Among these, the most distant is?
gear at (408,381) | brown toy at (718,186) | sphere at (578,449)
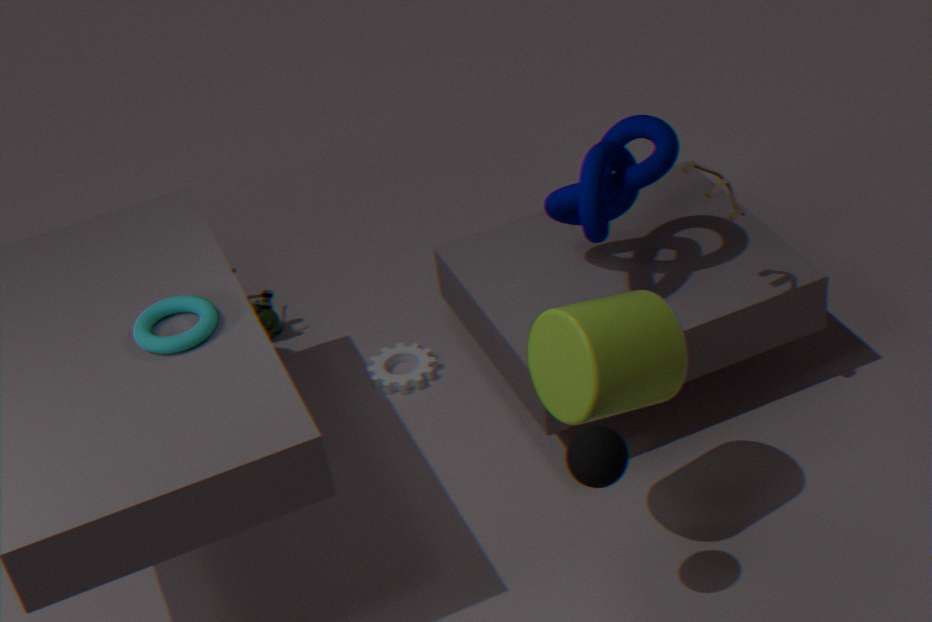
gear at (408,381)
